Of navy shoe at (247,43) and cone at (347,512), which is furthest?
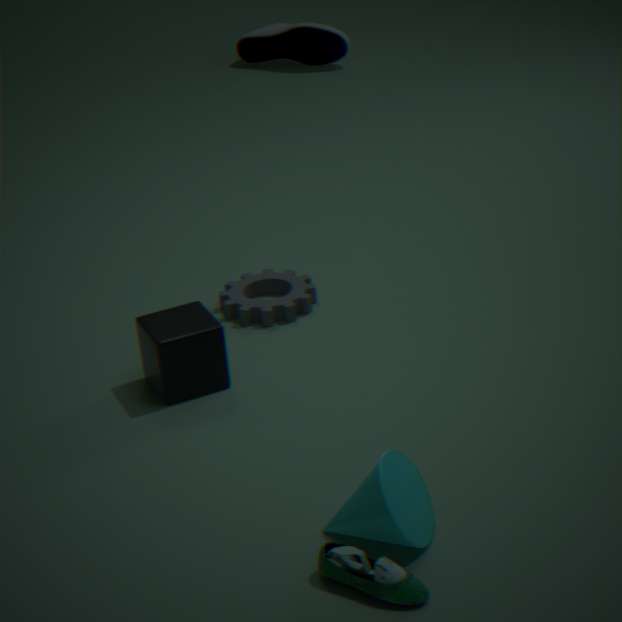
navy shoe at (247,43)
